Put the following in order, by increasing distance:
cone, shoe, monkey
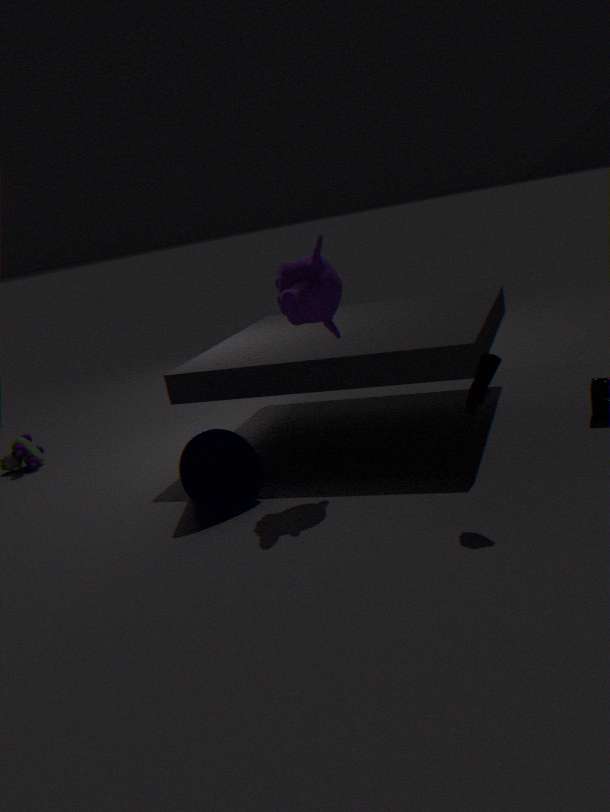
1. shoe
2. monkey
3. cone
